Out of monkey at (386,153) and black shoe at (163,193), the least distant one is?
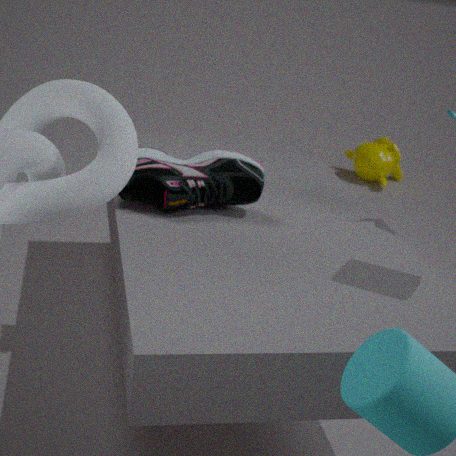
black shoe at (163,193)
